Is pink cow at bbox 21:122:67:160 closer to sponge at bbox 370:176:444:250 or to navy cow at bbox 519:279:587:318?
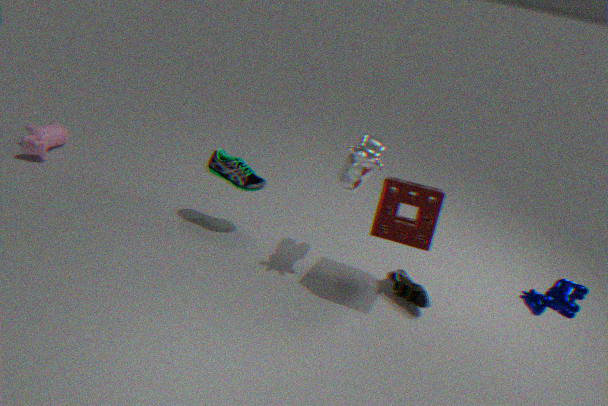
sponge at bbox 370:176:444:250
